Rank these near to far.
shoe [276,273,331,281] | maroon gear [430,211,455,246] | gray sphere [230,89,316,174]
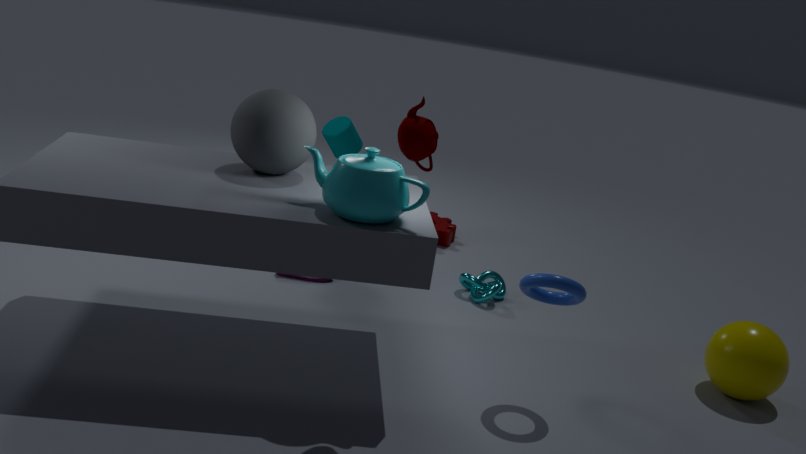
gray sphere [230,89,316,174], shoe [276,273,331,281], maroon gear [430,211,455,246]
